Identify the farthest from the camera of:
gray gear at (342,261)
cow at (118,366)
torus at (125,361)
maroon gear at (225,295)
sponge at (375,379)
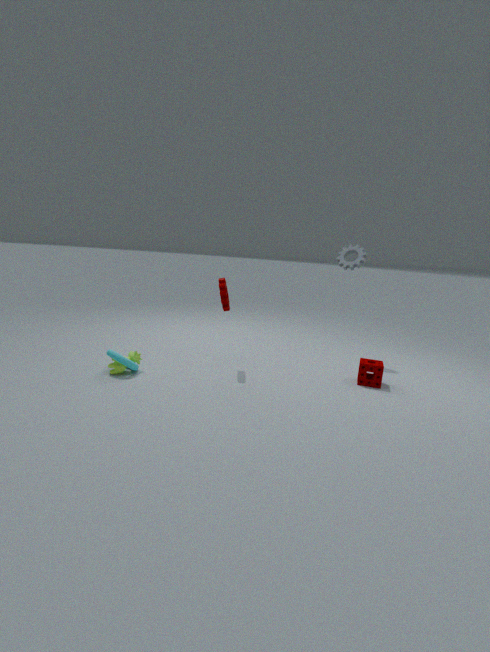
gray gear at (342,261)
